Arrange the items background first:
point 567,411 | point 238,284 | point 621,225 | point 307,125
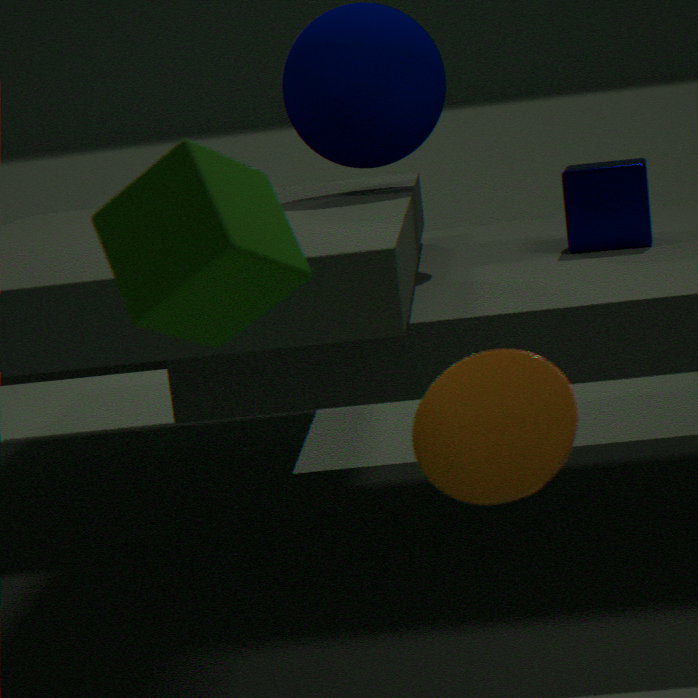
point 621,225, point 307,125, point 238,284, point 567,411
